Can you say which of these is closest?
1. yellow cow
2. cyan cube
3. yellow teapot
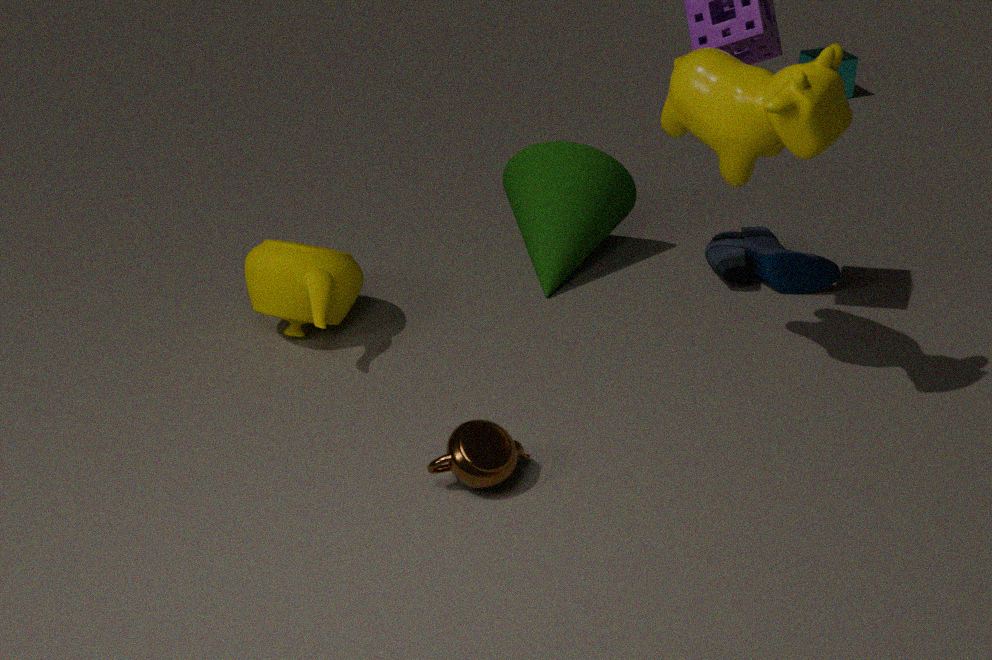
yellow cow
